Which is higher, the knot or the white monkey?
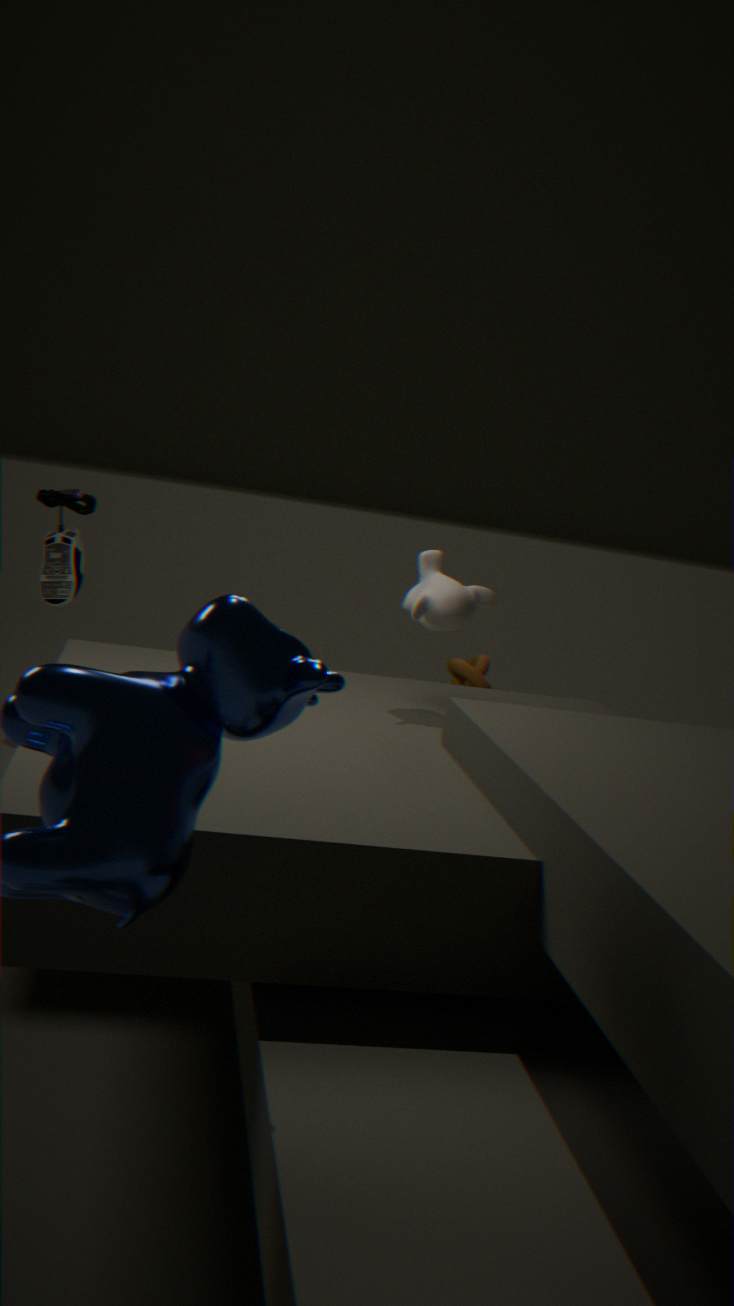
the white monkey
